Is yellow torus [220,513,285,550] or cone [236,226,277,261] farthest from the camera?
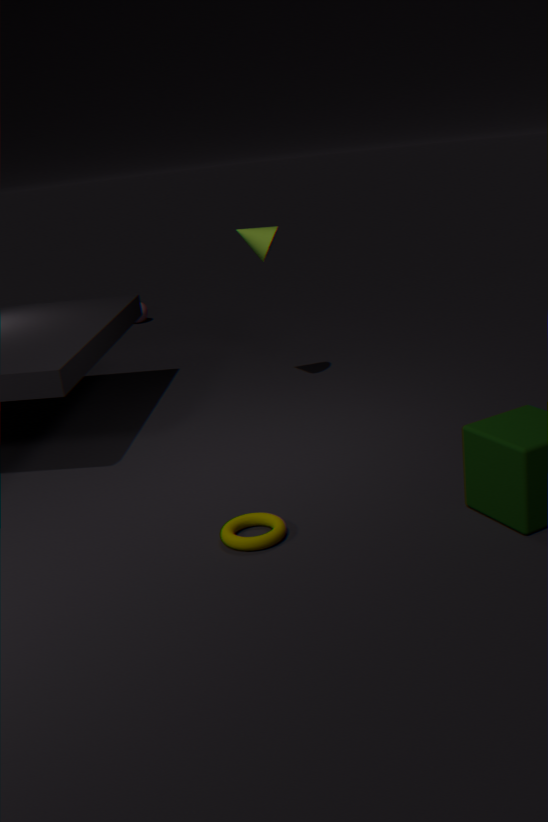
cone [236,226,277,261]
